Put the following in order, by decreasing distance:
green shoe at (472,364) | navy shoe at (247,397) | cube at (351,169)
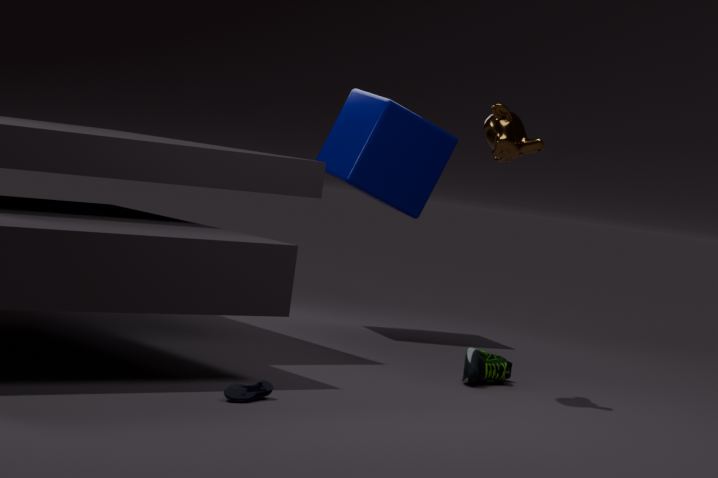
cube at (351,169)
green shoe at (472,364)
navy shoe at (247,397)
